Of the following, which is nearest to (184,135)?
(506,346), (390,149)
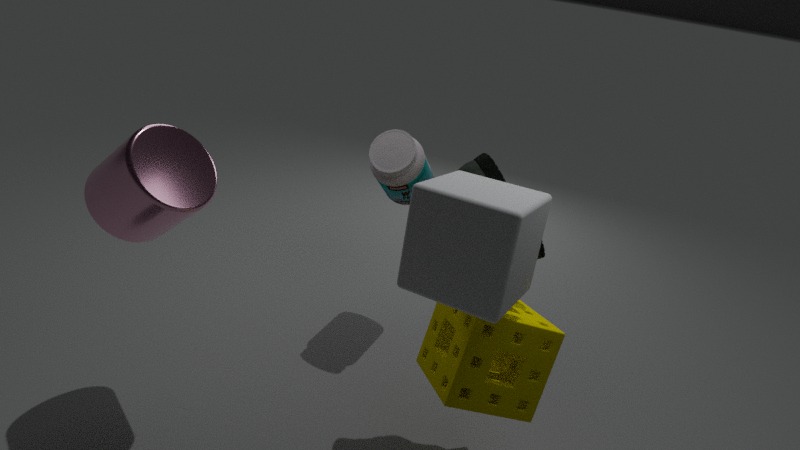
(390,149)
